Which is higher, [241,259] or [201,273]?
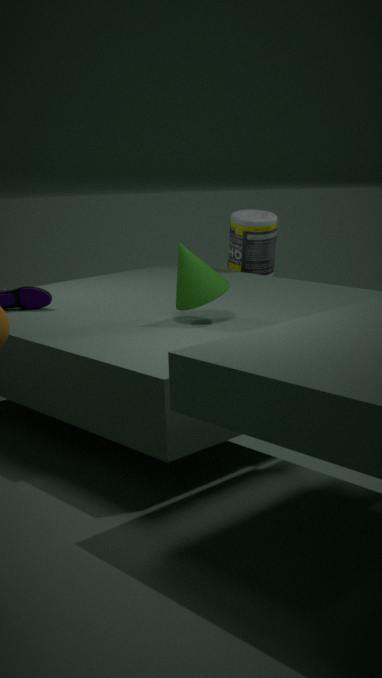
[201,273]
